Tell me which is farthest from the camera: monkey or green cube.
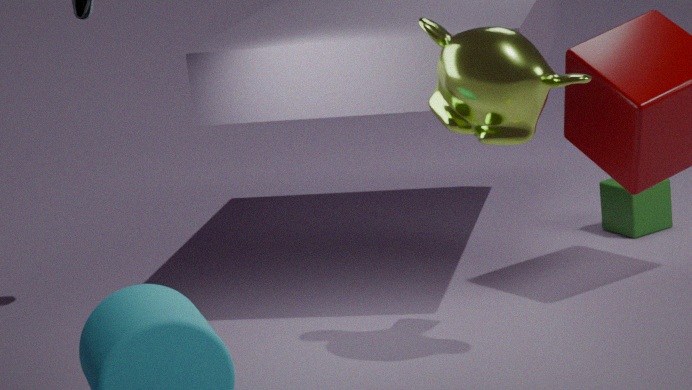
green cube
